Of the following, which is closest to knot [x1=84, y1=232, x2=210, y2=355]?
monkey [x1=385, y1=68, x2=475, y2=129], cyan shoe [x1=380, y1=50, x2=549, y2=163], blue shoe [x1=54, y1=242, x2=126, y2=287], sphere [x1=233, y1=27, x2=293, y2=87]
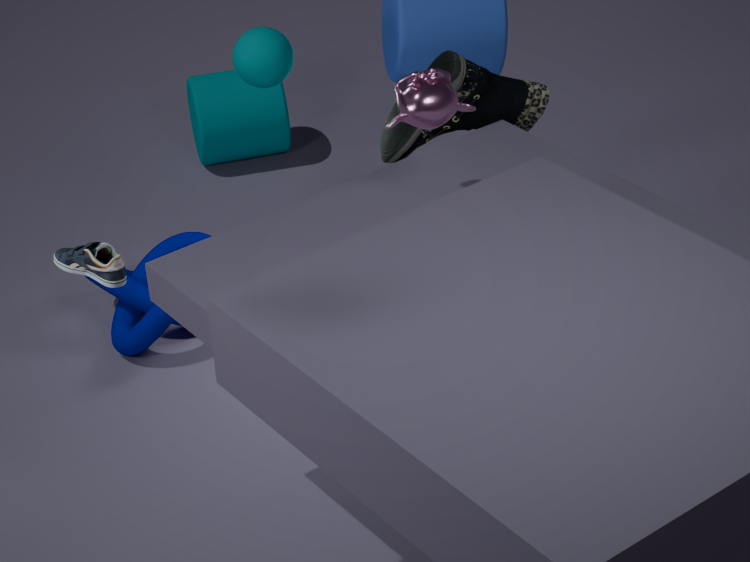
cyan shoe [x1=380, y1=50, x2=549, y2=163]
